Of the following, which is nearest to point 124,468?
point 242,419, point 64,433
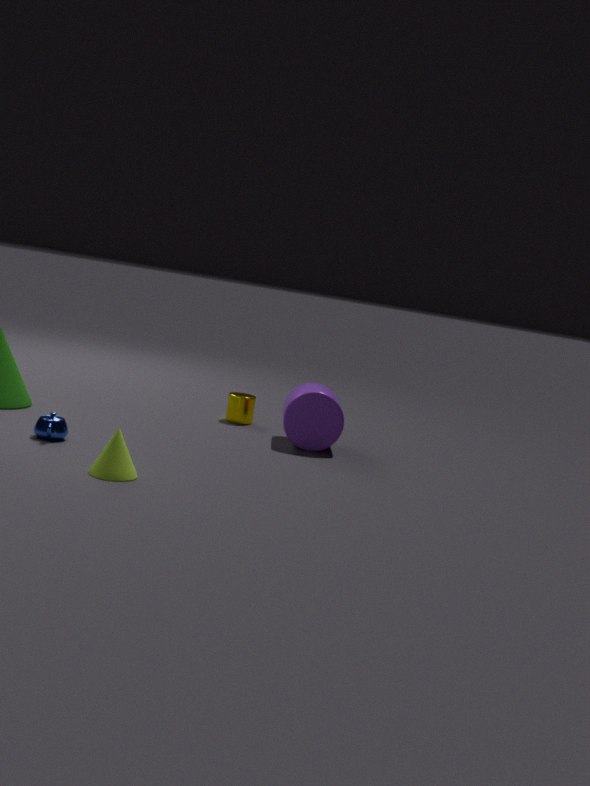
point 64,433
